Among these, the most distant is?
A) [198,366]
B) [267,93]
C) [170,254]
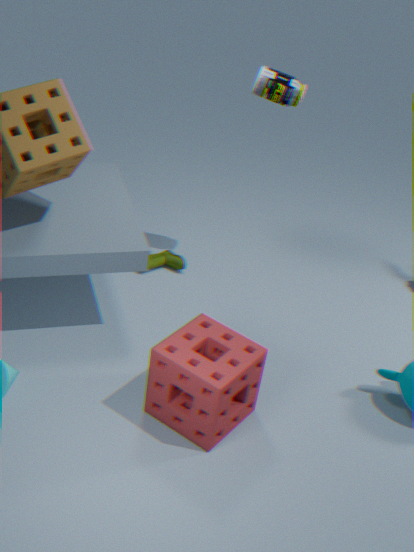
[170,254]
